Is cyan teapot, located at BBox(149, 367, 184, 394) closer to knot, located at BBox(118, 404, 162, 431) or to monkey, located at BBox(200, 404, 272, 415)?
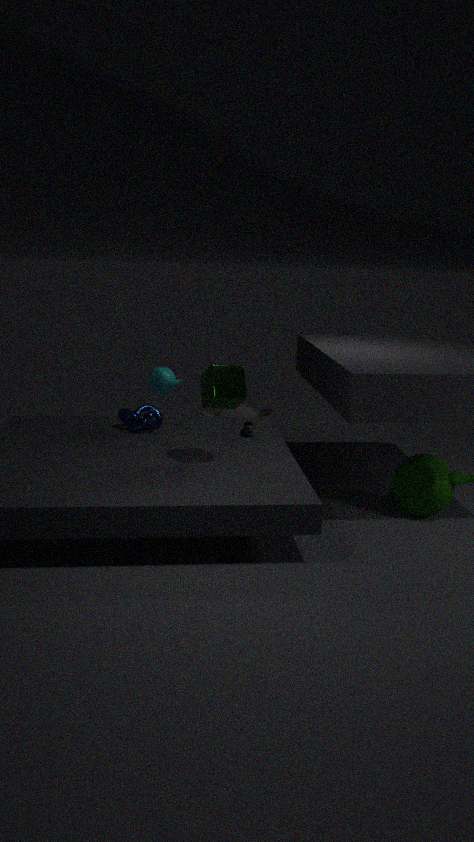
knot, located at BBox(118, 404, 162, 431)
